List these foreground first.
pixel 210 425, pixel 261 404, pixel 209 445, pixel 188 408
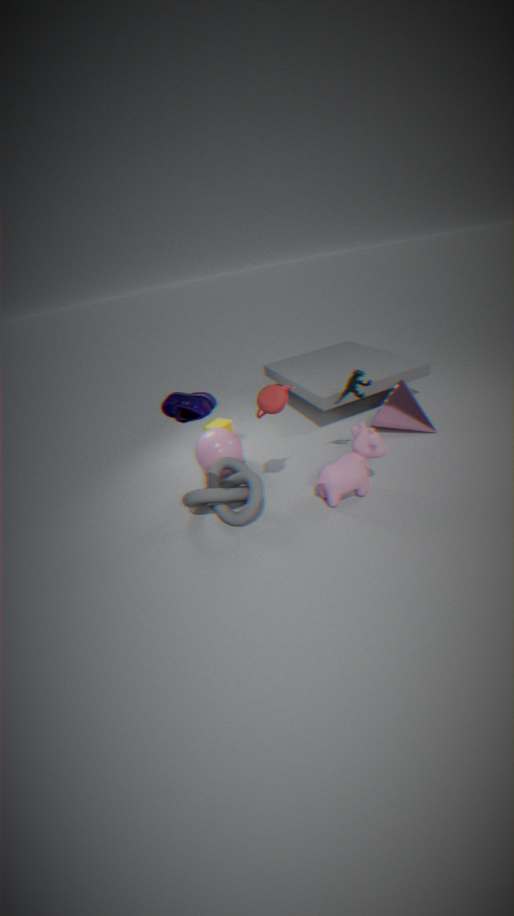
pixel 188 408 < pixel 261 404 < pixel 209 445 < pixel 210 425
